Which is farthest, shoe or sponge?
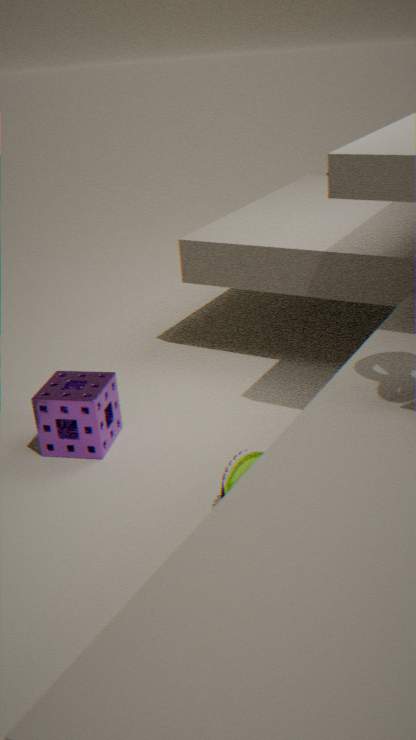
sponge
